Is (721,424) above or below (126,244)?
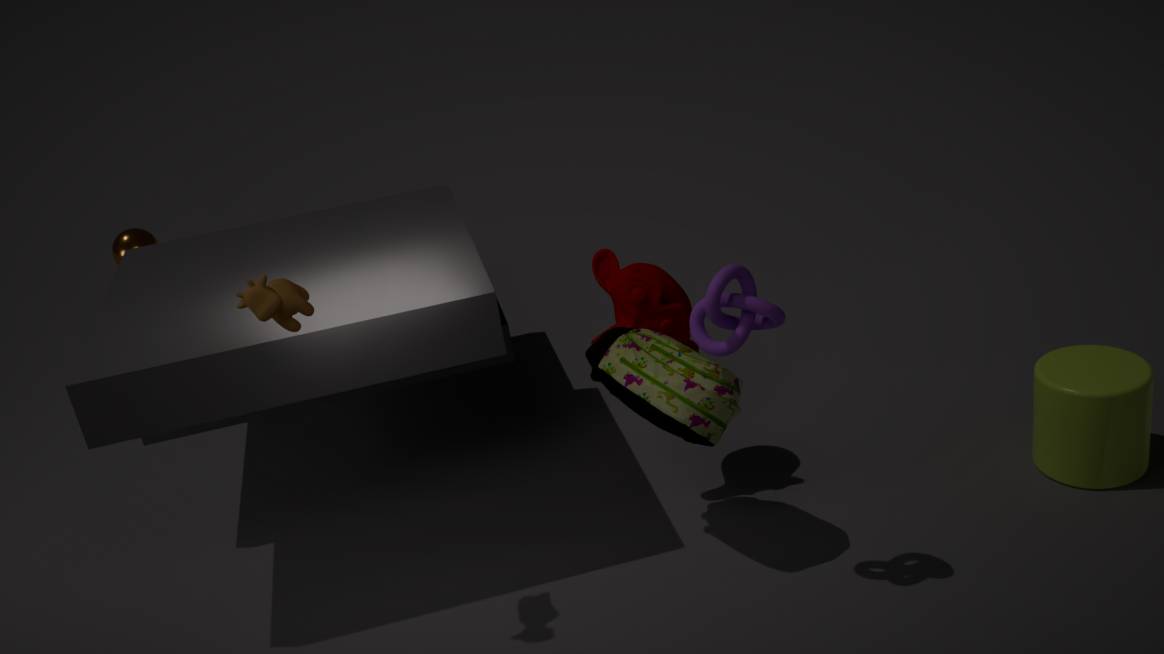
below
